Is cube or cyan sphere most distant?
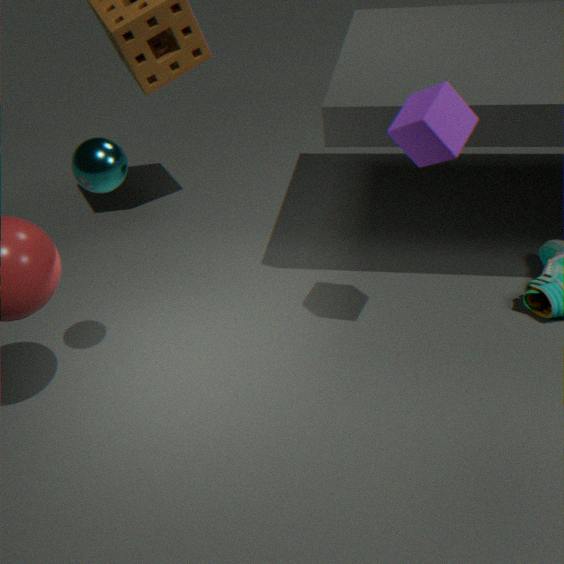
cyan sphere
